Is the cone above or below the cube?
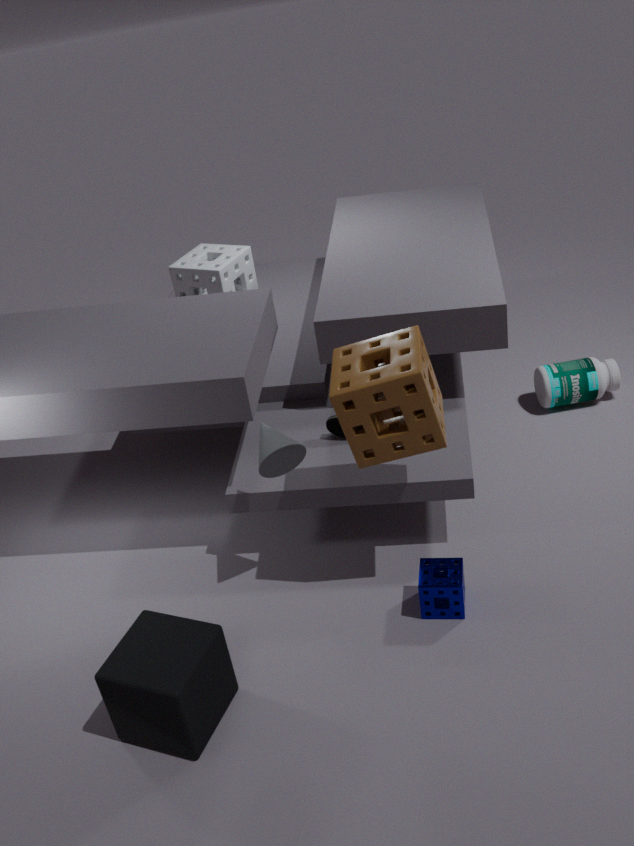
above
